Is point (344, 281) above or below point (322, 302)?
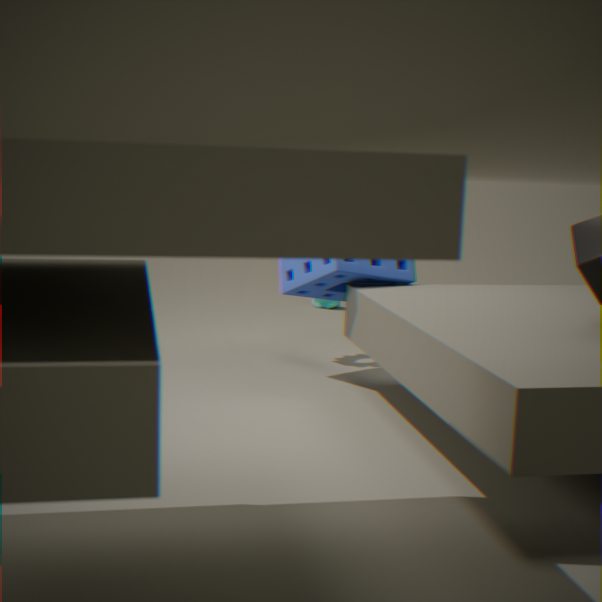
above
